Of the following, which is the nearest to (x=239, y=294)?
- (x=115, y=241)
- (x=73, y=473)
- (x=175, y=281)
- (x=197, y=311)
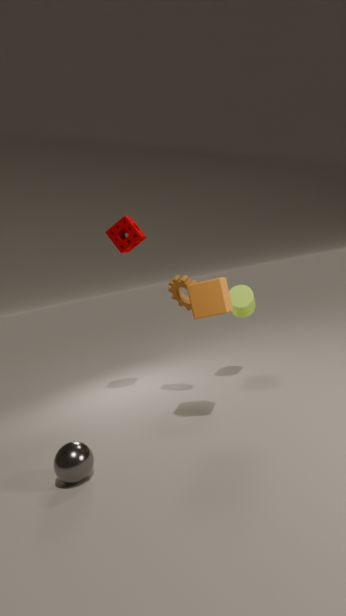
(x=175, y=281)
